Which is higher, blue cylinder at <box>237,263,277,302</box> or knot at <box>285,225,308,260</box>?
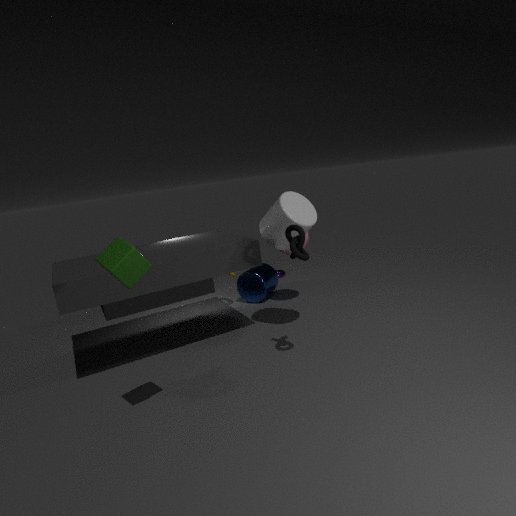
knot at <box>285,225,308,260</box>
